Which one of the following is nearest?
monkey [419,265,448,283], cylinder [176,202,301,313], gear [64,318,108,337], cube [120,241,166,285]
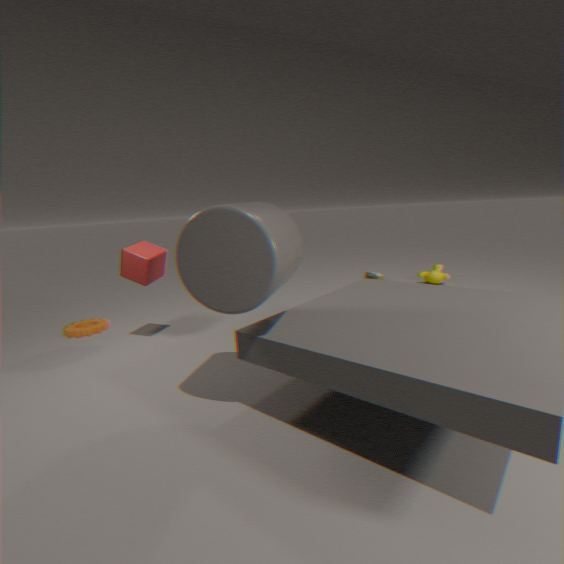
cylinder [176,202,301,313]
